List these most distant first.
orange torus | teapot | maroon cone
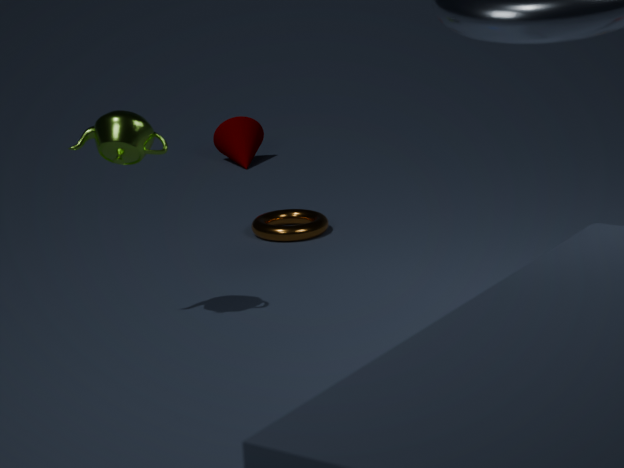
1. maroon cone
2. orange torus
3. teapot
